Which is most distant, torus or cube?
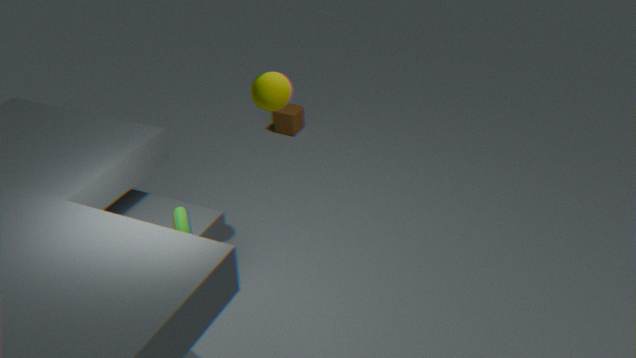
cube
